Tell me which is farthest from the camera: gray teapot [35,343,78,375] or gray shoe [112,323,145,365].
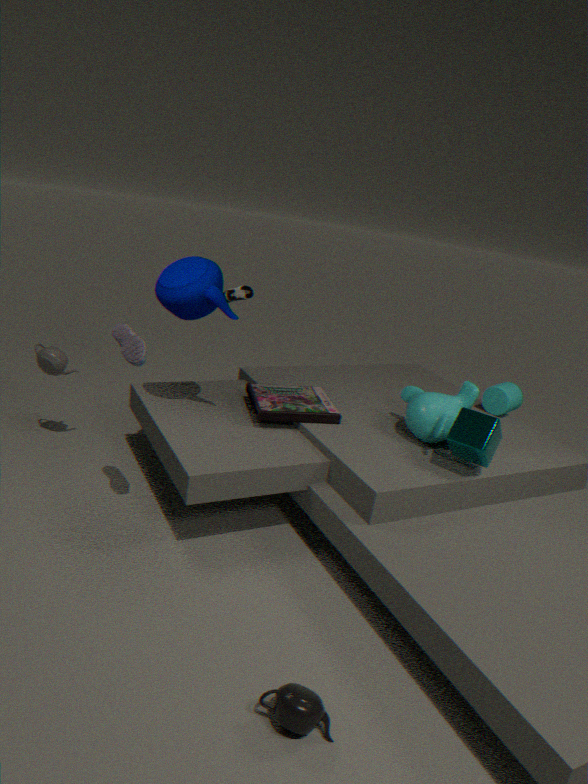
gray teapot [35,343,78,375]
